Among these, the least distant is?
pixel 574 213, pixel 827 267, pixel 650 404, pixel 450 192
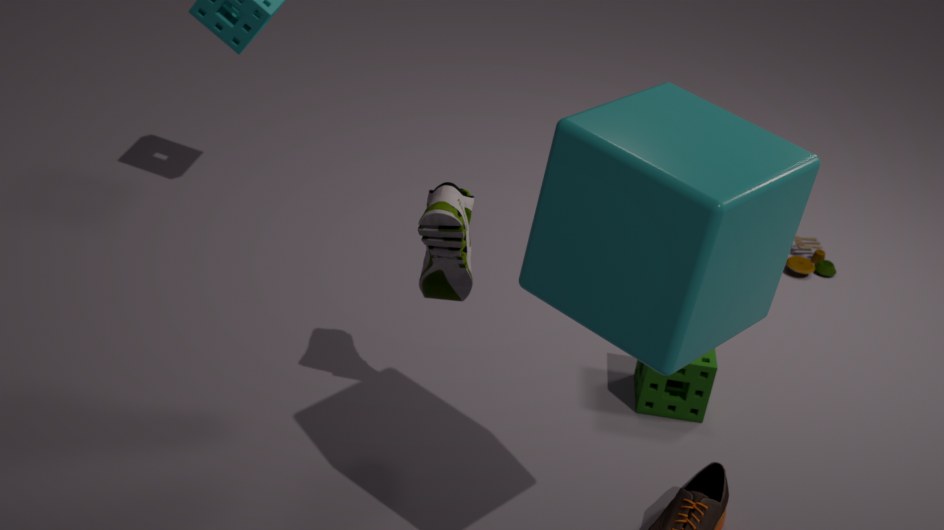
pixel 574 213
